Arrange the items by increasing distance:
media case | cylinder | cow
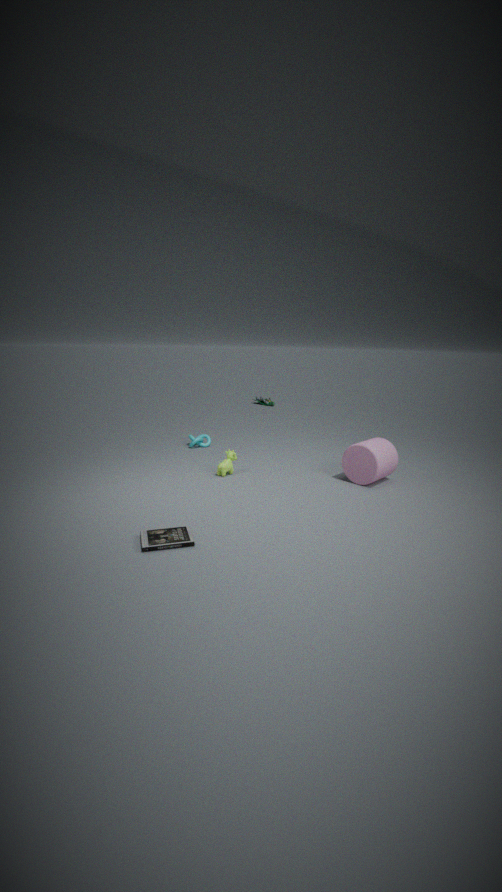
media case
cylinder
cow
